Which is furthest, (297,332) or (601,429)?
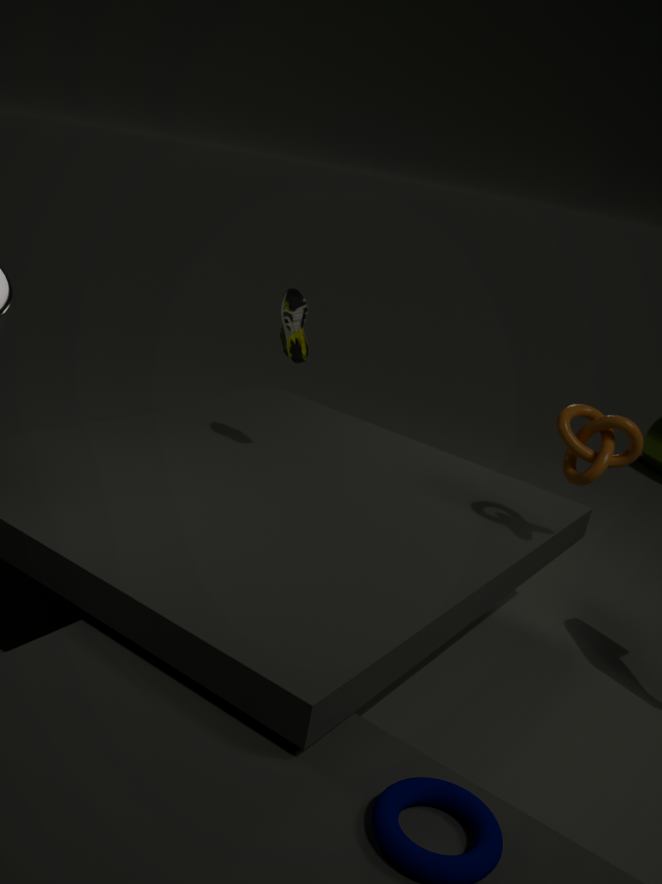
(297,332)
